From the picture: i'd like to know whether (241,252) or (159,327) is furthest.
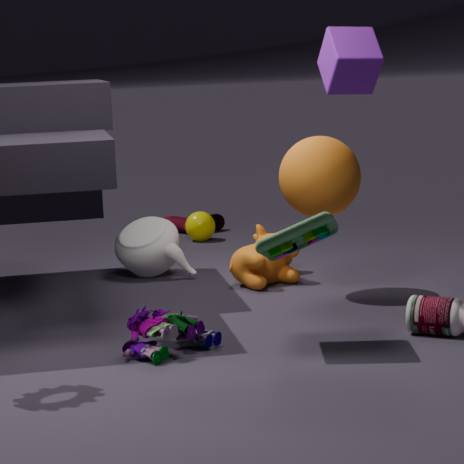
(241,252)
